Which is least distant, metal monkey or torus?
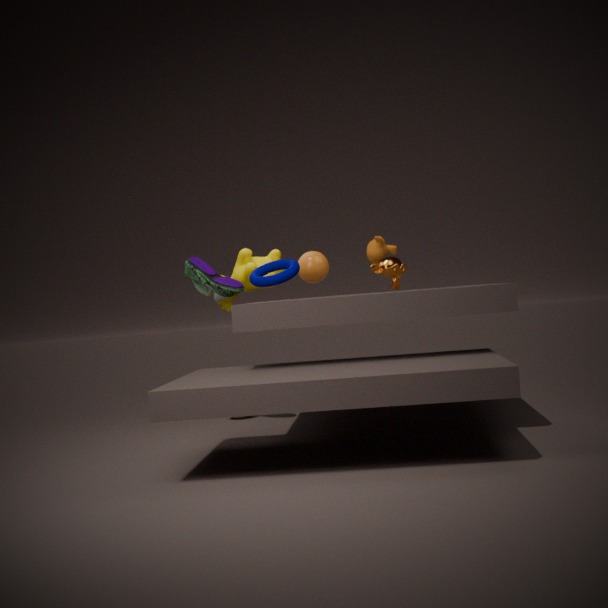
torus
